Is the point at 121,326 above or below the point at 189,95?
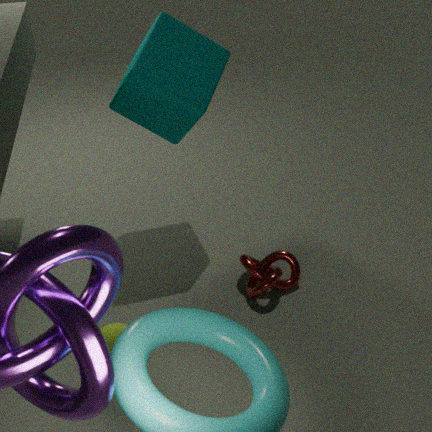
below
